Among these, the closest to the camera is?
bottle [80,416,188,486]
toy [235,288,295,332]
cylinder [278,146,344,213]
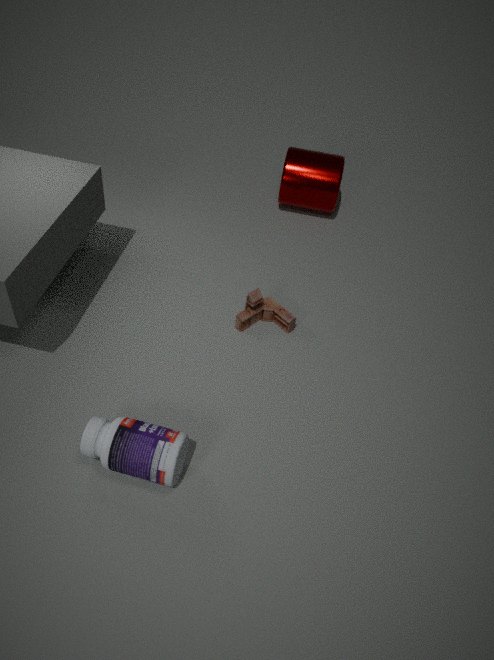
bottle [80,416,188,486]
